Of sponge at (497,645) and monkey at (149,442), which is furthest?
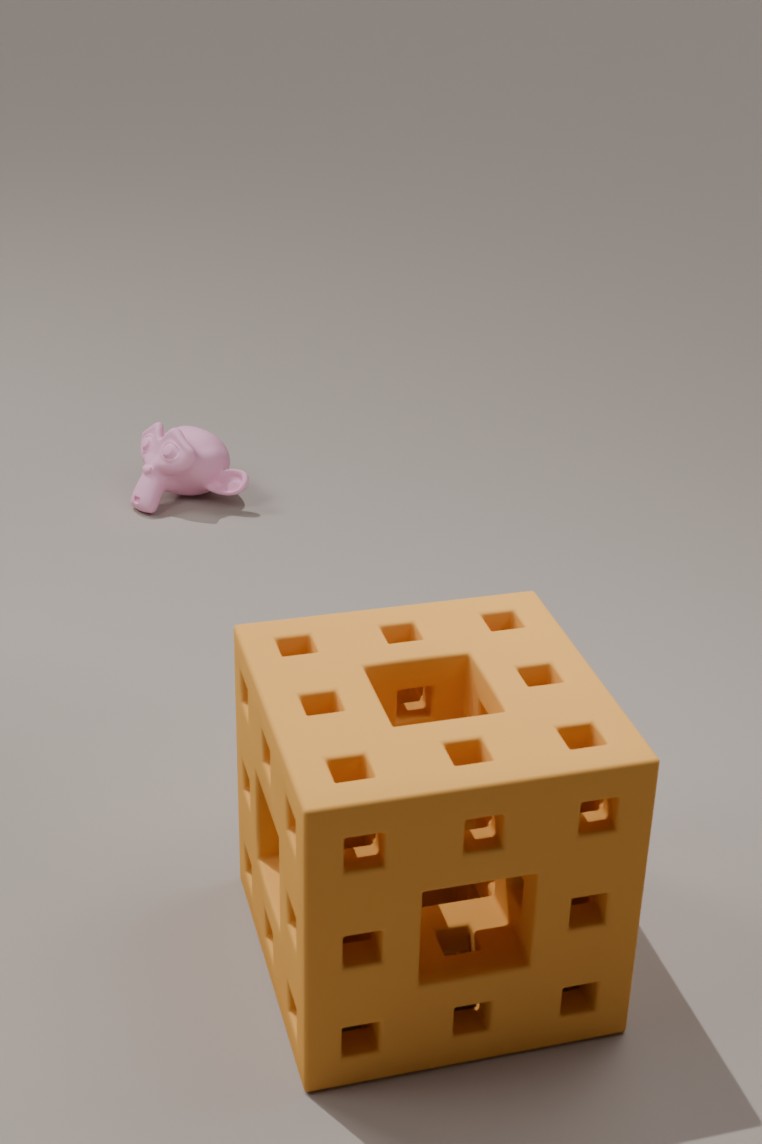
monkey at (149,442)
